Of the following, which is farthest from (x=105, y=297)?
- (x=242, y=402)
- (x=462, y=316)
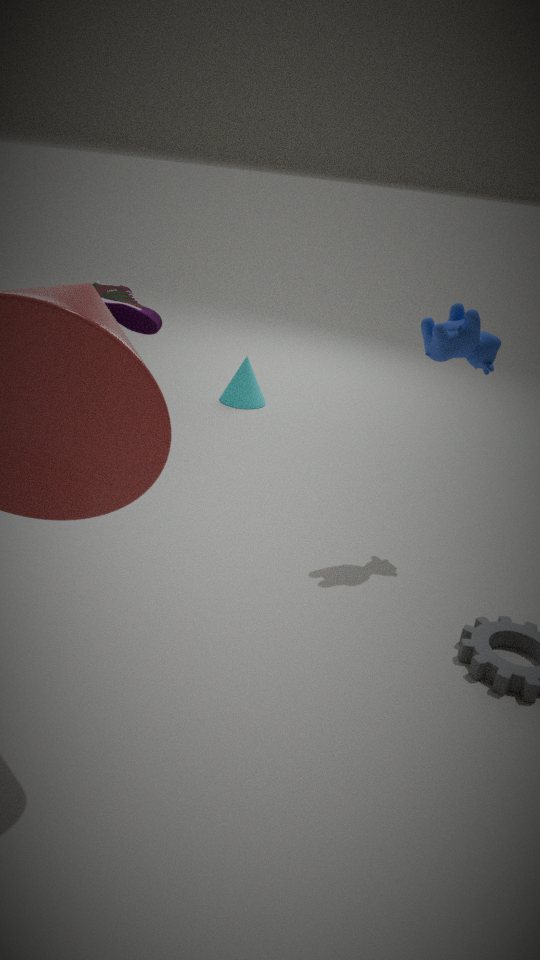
(x=462, y=316)
